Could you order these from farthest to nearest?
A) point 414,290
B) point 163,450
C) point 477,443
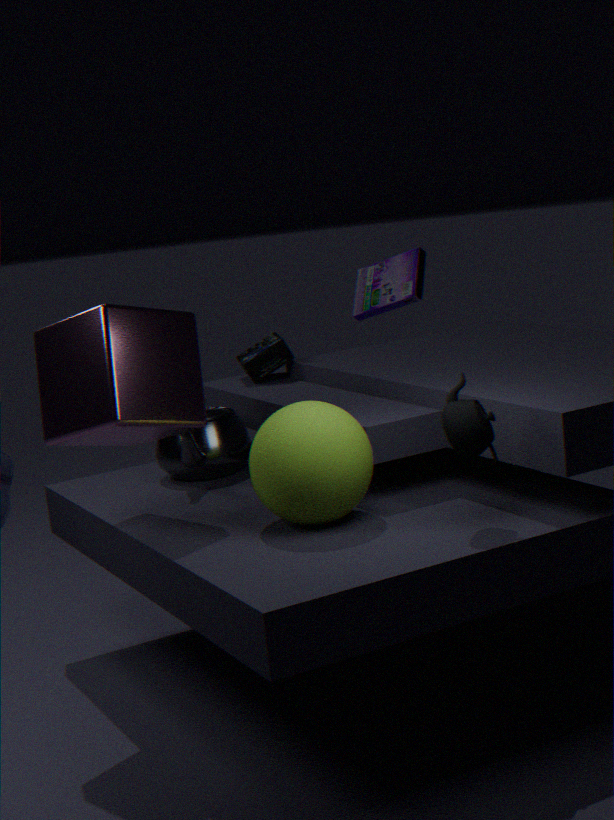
point 414,290 → point 163,450 → point 477,443
